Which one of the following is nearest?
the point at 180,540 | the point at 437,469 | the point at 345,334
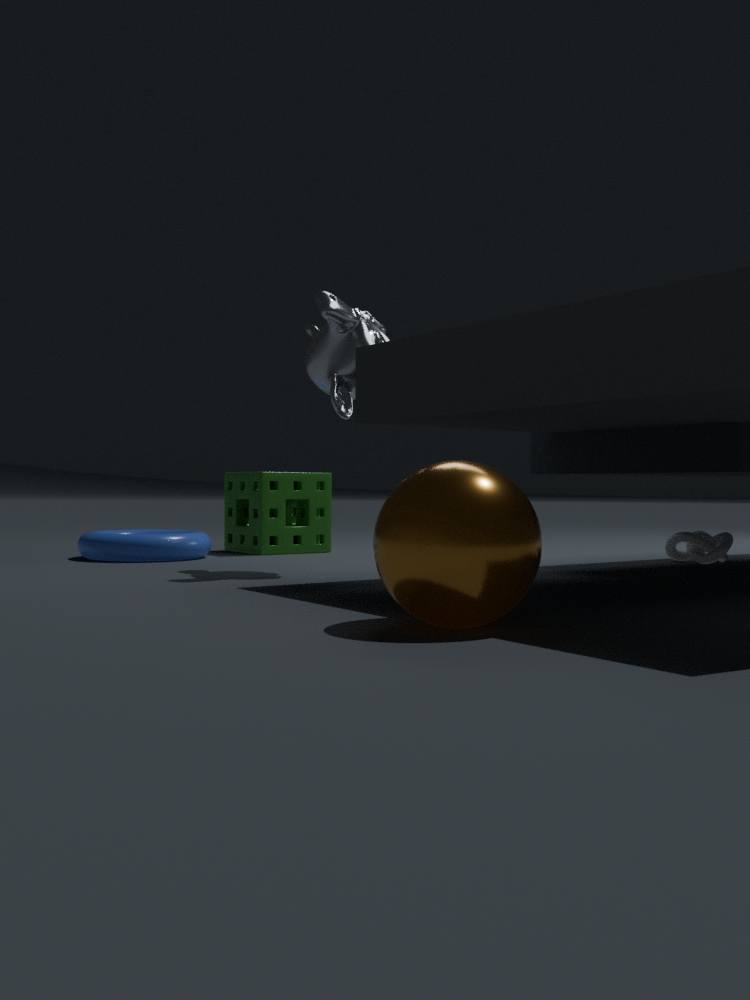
the point at 437,469
